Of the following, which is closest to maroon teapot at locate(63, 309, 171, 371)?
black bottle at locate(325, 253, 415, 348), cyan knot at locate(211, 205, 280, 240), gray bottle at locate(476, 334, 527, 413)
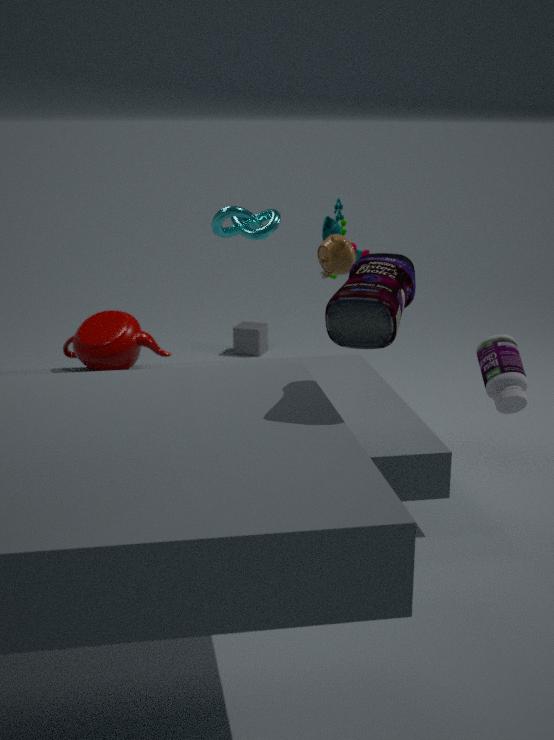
cyan knot at locate(211, 205, 280, 240)
